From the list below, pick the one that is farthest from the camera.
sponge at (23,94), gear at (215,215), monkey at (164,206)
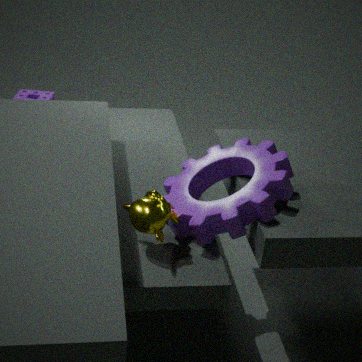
sponge at (23,94)
